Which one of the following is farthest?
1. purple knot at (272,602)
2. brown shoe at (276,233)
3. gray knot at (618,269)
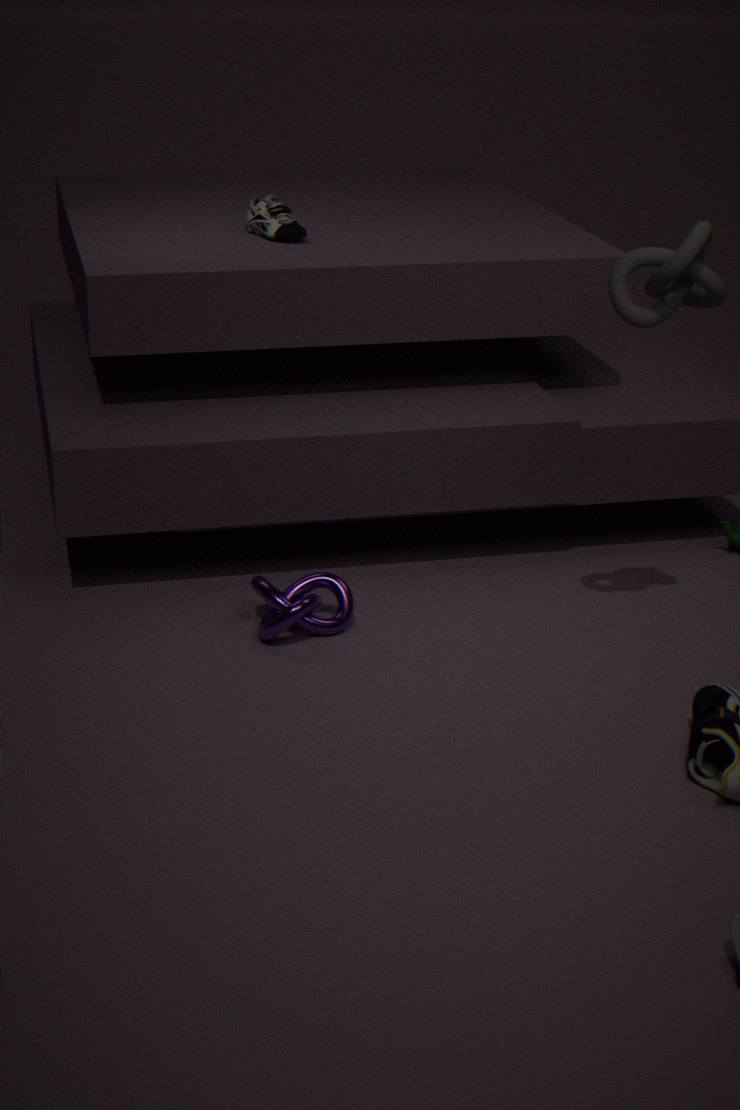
brown shoe at (276,233)
